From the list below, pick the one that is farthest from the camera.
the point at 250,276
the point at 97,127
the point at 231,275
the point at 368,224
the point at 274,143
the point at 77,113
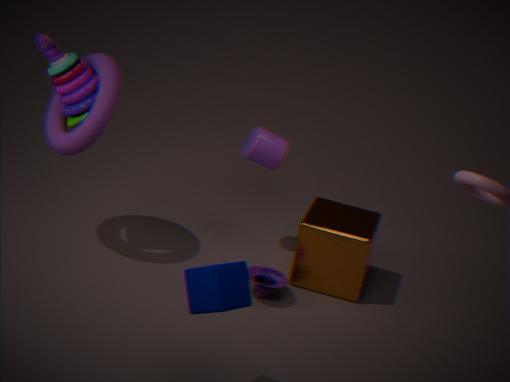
the point at 274,143
